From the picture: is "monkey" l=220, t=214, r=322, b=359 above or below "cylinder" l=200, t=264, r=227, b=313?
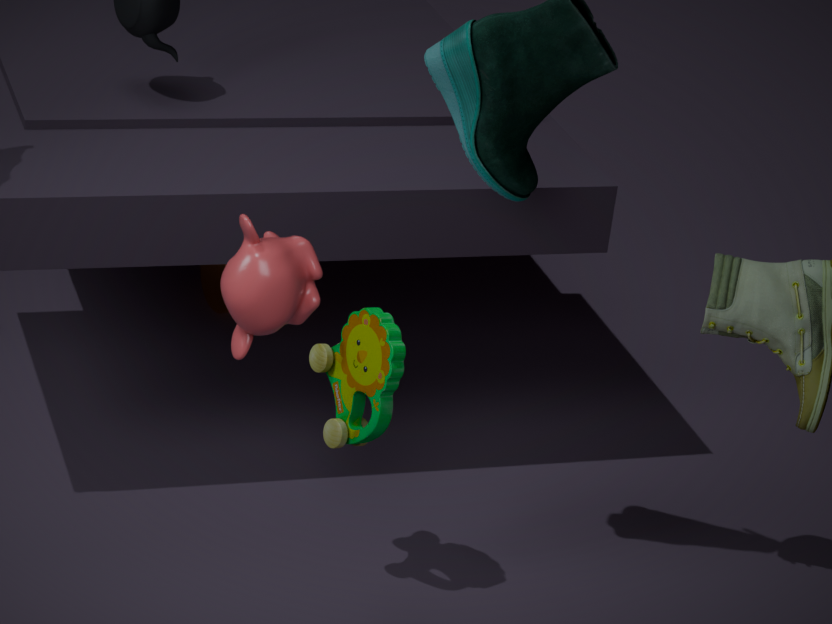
above
